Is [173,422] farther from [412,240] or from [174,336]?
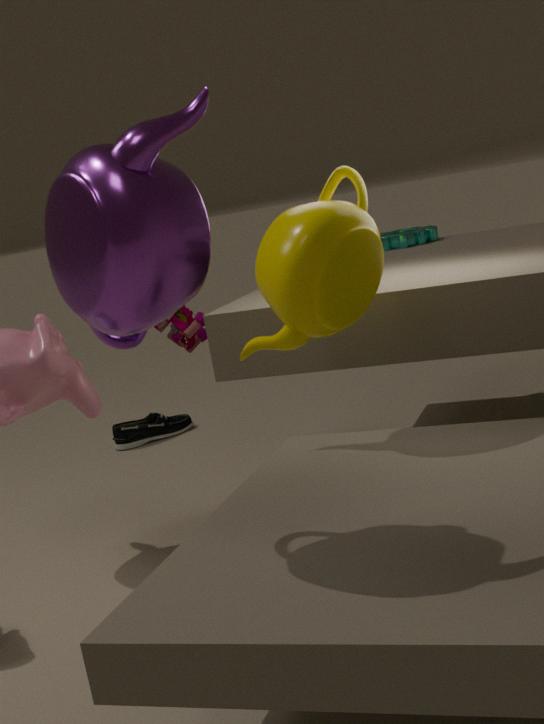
[412,240]
